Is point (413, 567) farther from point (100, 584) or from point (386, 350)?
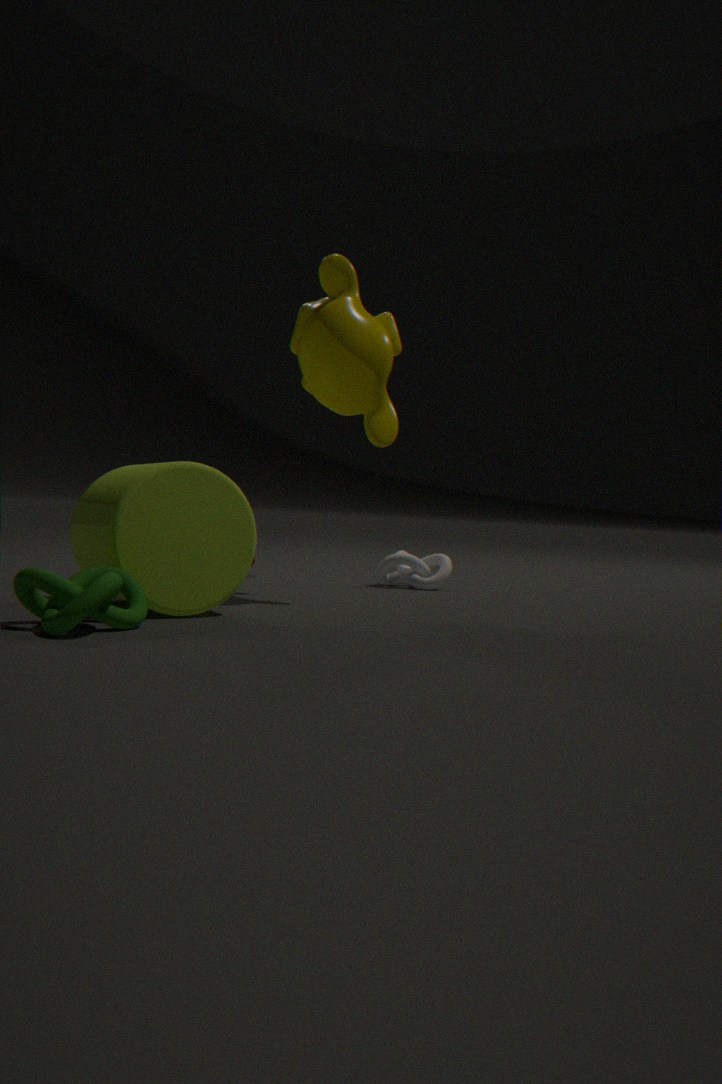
point (100, 584)
